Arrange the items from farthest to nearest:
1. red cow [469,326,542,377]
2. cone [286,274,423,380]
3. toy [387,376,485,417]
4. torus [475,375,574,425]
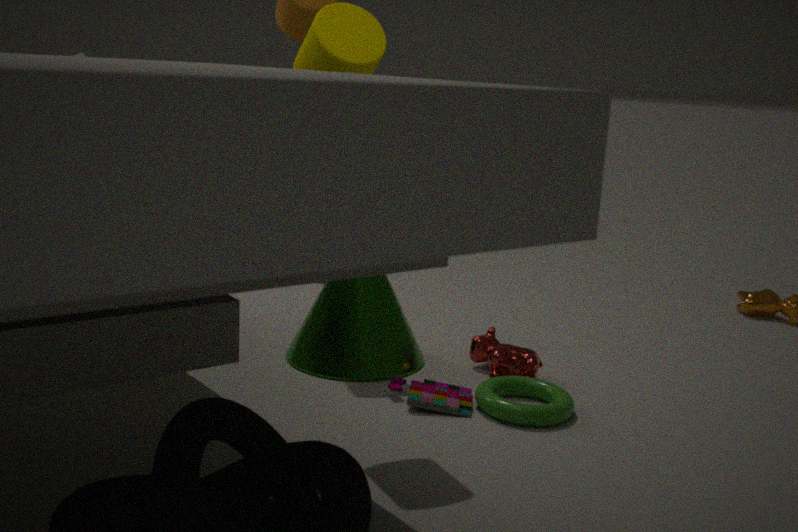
red cow [469,326,542,377] → cone [286,274,423,380] → toy [387,376,485,417] → torus [475,375,574,425]
